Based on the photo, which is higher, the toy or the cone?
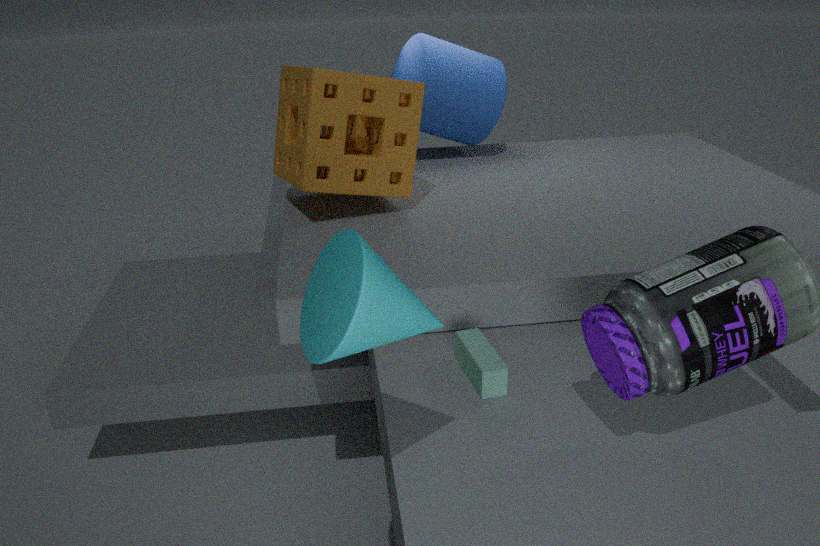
the cone
